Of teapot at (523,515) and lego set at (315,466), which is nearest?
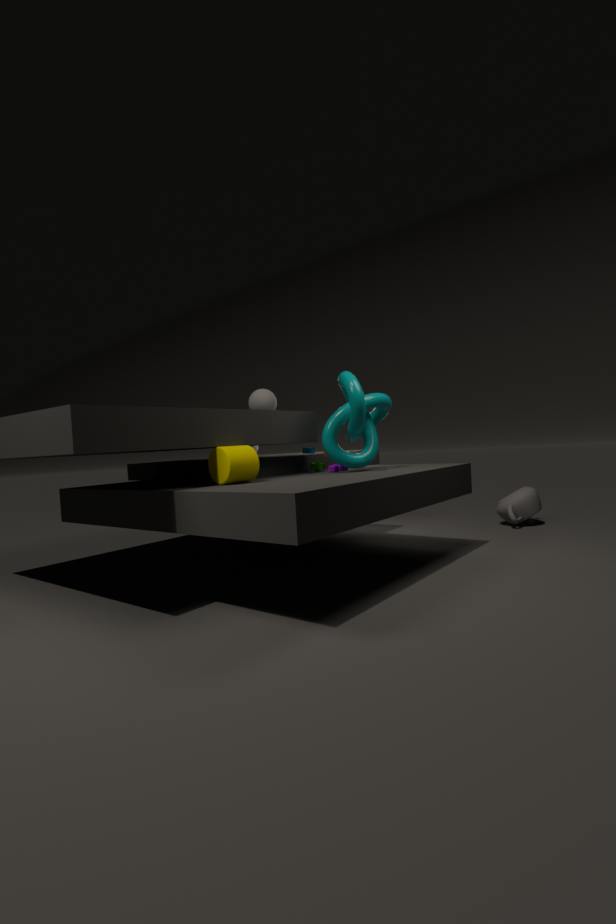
lego set at (315,466)
